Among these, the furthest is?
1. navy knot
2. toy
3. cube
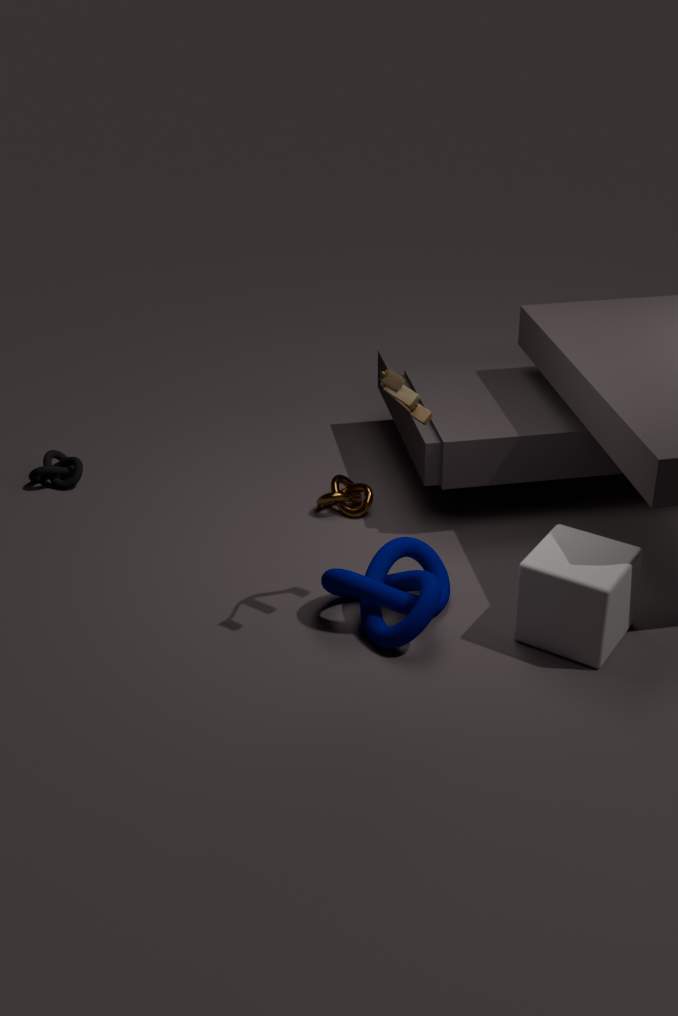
navy knot
